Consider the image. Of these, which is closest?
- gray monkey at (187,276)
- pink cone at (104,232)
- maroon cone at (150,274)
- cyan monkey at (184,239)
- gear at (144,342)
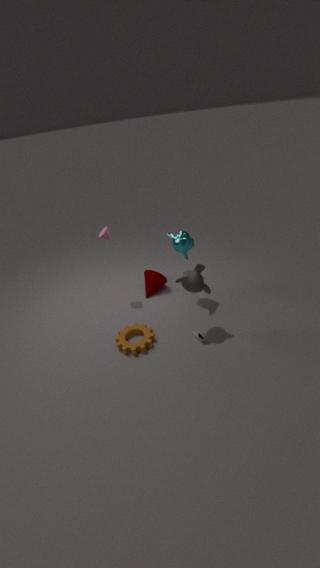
gray monkey at (187,276)
